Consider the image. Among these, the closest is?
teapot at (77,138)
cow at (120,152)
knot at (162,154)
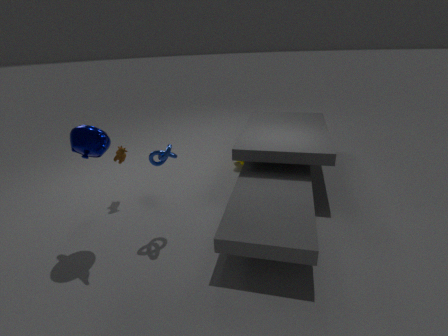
teapot at (77,138)
